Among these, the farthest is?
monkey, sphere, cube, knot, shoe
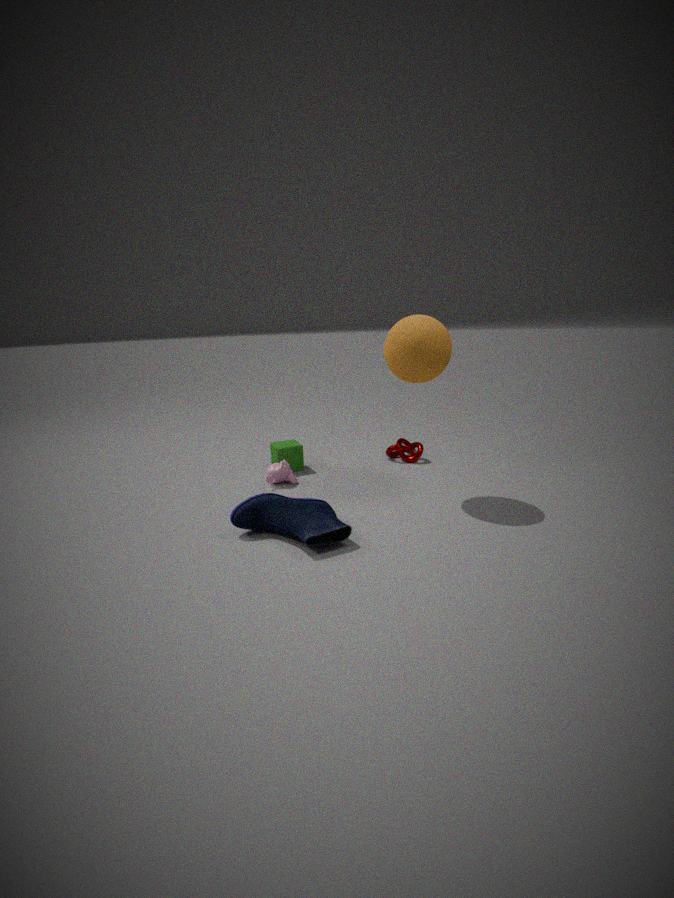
knot
